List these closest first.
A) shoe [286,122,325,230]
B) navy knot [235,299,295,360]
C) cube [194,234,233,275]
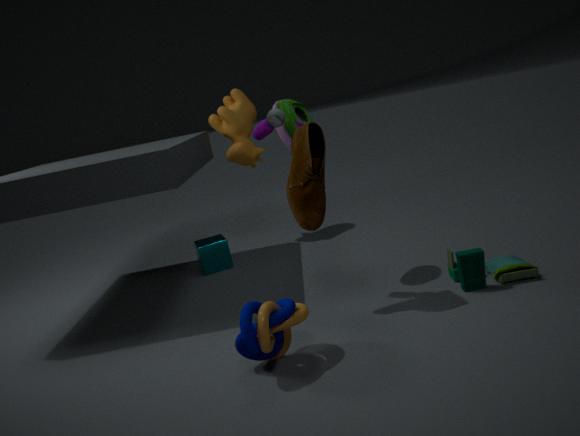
navy knot [235,299,295,360] < shoe [286,122,325,230] < cube [194,234,233,275]
